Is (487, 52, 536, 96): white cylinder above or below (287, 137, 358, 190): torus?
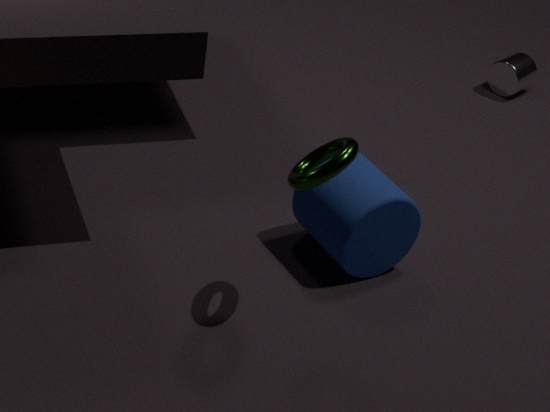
below
